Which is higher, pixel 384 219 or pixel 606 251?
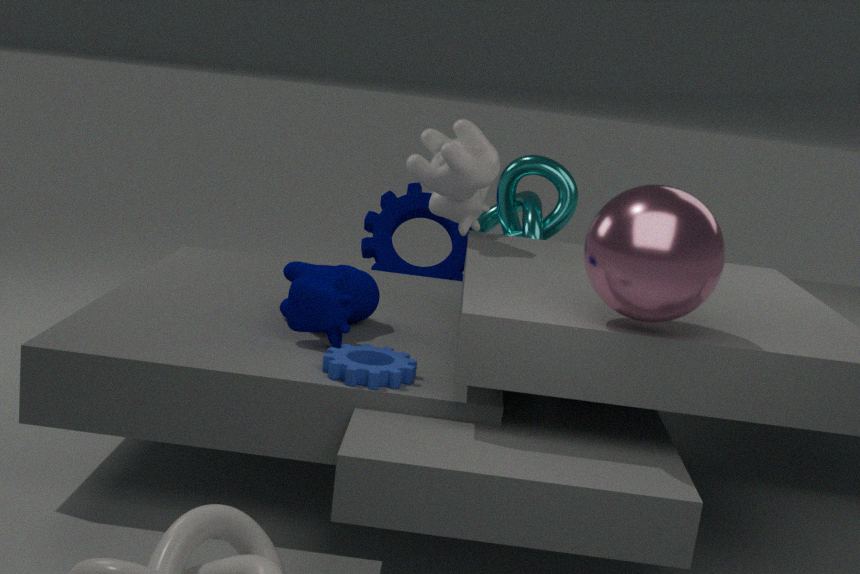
pixel 606 251
